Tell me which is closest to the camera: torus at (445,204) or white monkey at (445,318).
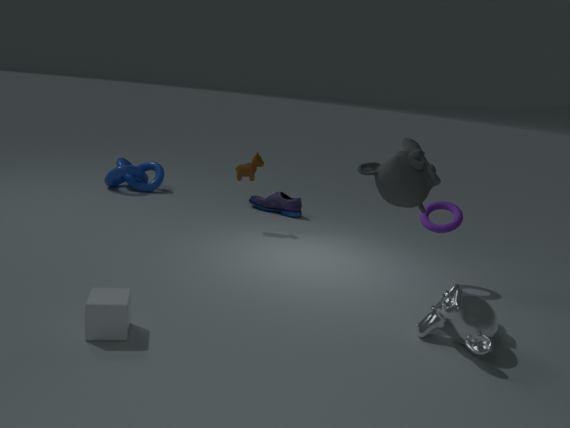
white monkey at (445,318)
